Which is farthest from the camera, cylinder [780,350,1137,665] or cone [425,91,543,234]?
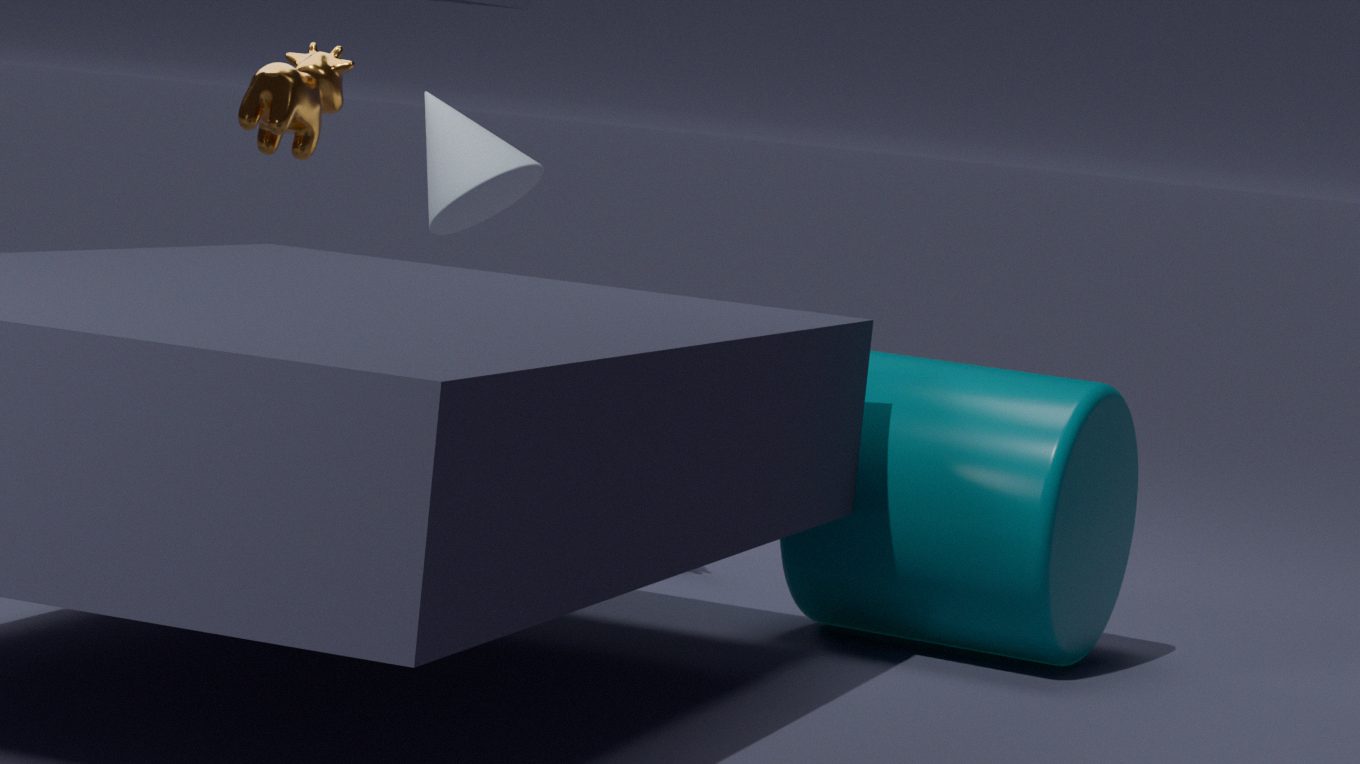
cone [425,91,543,234]
